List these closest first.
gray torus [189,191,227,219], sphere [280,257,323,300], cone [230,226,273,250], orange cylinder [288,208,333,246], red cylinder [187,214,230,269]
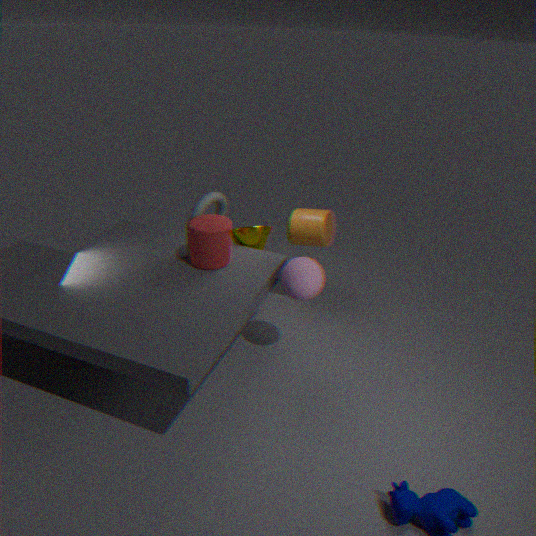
1. sphere [280,257,323,300]
2. red cylinder [187,214,230,269]
3. cone [230,226,273,250]
4. orange cylinder [288,208,333,246]
5. gray torus [189,191,227,219]
